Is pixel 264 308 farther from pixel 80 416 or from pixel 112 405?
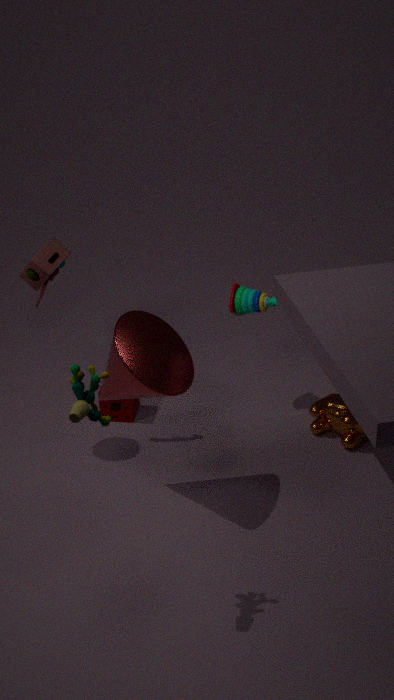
pixel 80 416
